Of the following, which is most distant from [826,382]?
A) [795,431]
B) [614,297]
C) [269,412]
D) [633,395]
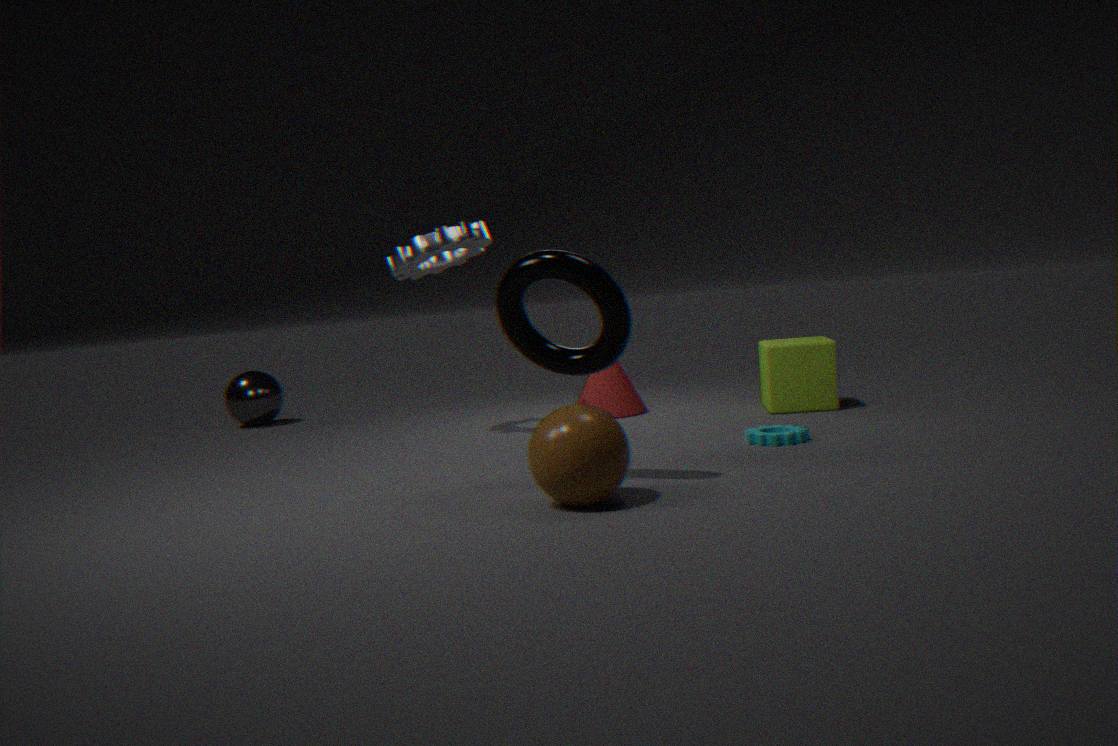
[269,412]
